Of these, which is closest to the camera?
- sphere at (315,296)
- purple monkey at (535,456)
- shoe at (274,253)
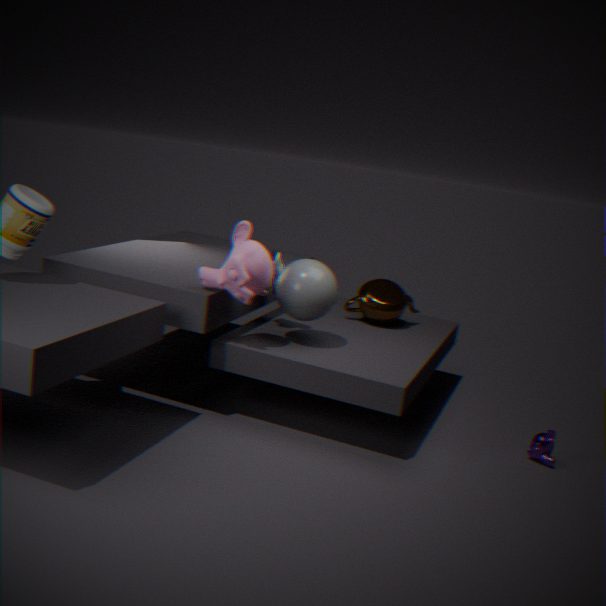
sphere at (315,296)
